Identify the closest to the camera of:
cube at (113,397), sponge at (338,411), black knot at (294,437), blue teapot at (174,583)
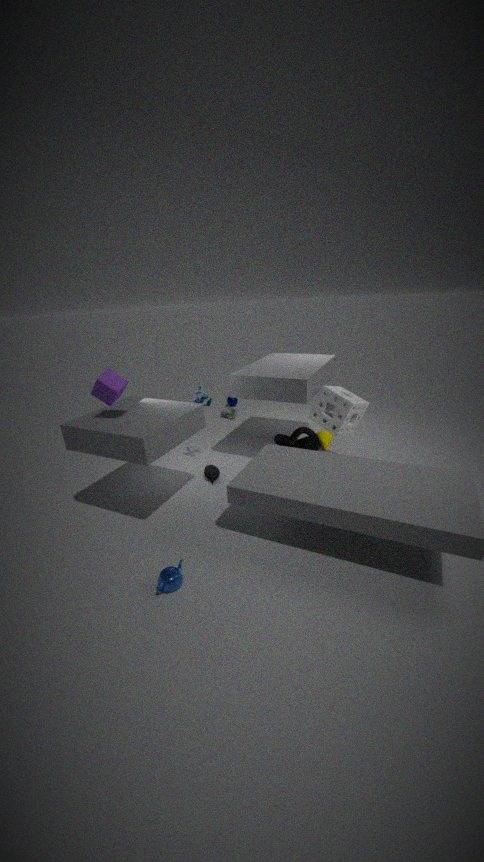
blue teapot at (174,583)
